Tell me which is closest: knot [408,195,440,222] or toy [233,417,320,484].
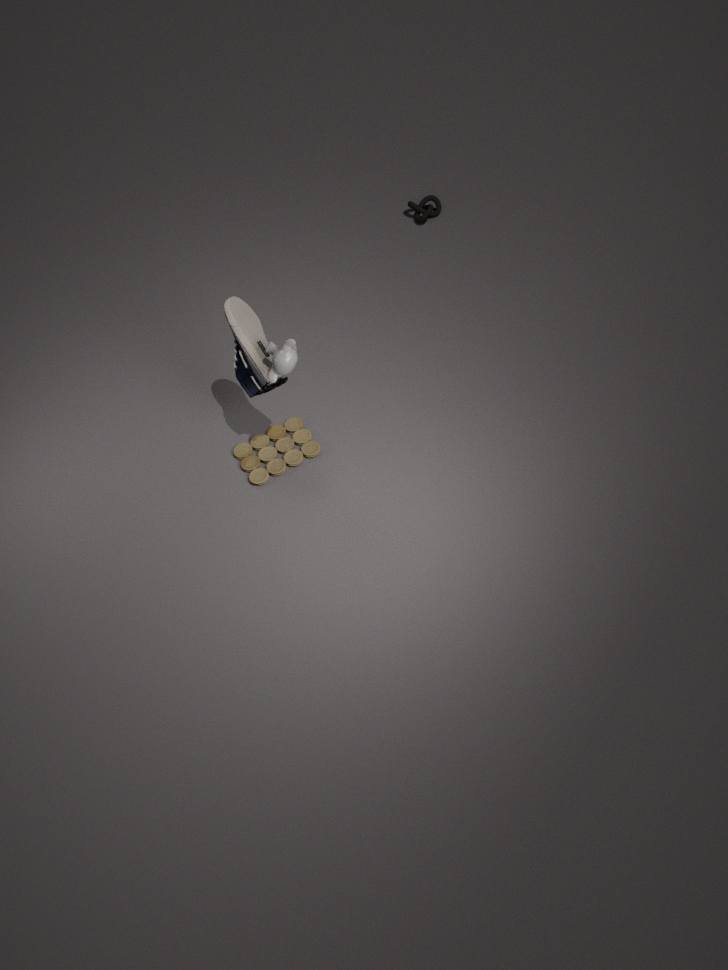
toy [233,417,320,484]
